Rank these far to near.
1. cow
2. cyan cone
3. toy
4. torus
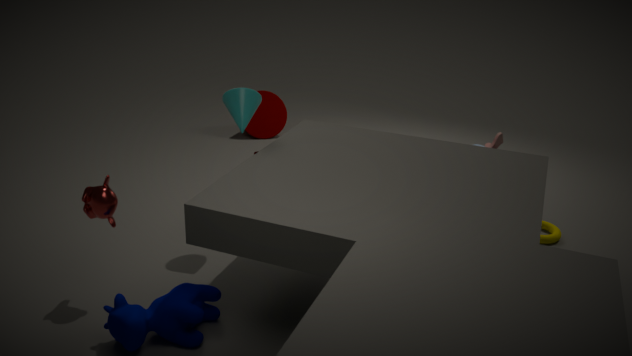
toy, torus, cyan cone, cow
